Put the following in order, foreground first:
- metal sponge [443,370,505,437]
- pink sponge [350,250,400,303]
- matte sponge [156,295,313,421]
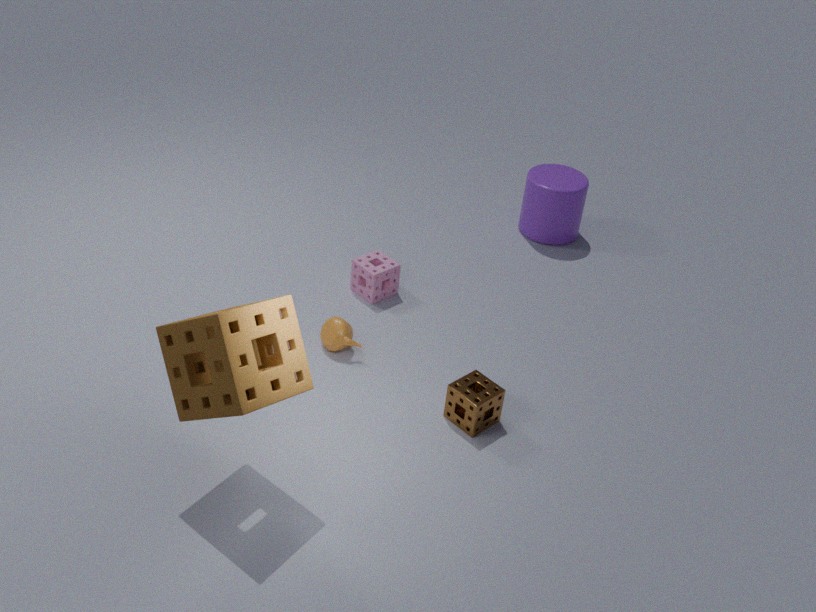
matte sponge [156,295,313,421]
metal sponge [443,370,505,437]
pink sponge [350,250,400,303]
